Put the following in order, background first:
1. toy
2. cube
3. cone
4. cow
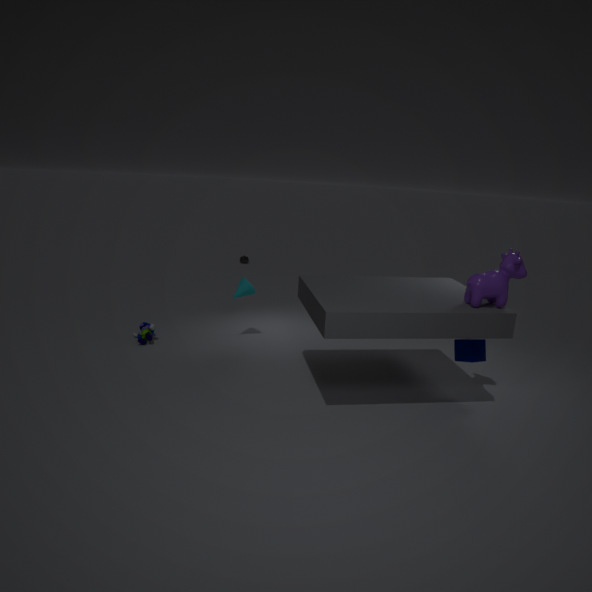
Result: 1. cone
2. toy
3. cube
4. cow
